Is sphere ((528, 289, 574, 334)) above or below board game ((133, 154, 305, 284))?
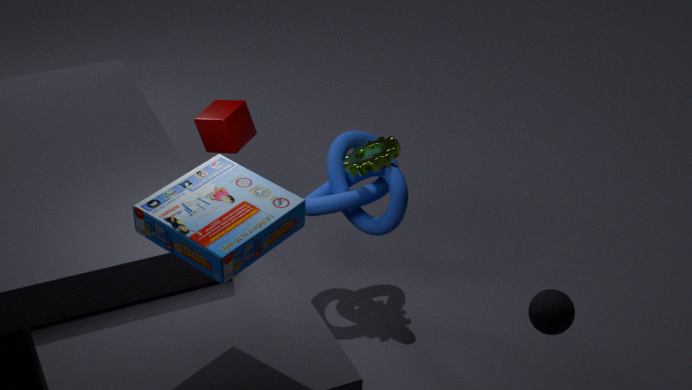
below
